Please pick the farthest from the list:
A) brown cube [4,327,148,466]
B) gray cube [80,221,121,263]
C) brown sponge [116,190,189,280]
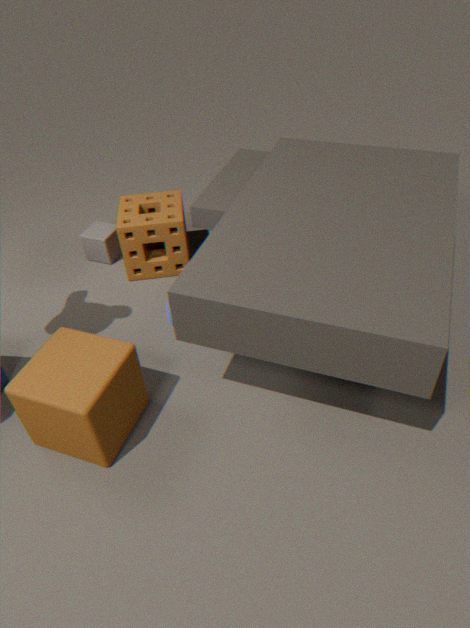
B. gray cube [80,221,121,263]
